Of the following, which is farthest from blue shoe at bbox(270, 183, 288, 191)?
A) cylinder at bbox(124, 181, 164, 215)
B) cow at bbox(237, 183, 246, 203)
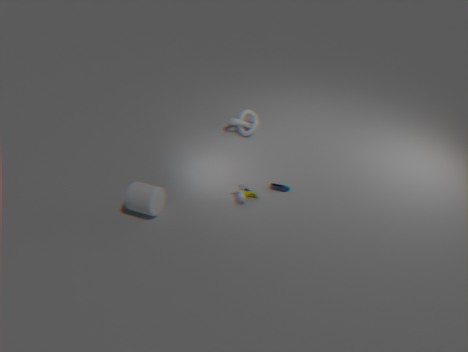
cylinder at bbox(124, 181, 164, 215)
